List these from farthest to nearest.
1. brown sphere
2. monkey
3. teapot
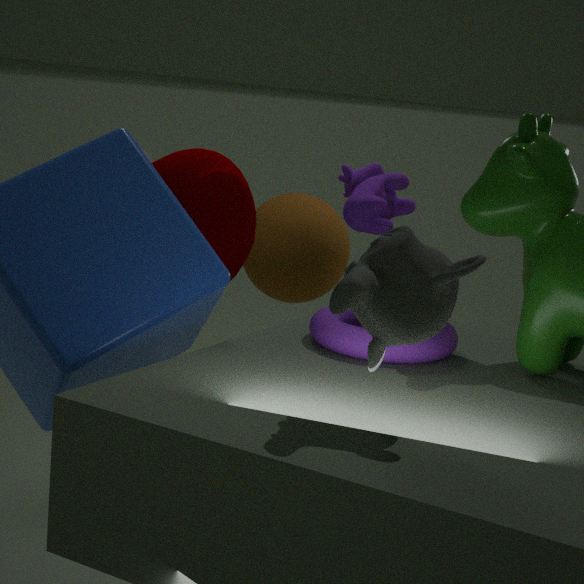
brown sphere, teapot, monkey
